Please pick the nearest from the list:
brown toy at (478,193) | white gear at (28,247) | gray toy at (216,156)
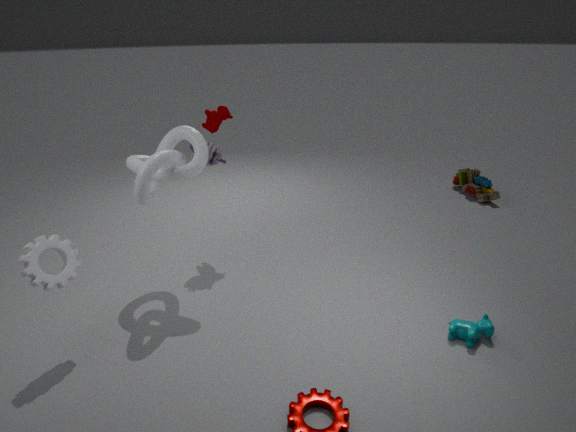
white gear at (28,247)
